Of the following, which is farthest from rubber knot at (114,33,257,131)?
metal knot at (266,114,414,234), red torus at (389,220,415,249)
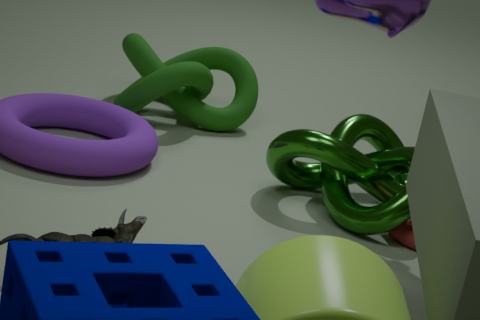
red torus at (389,220,415,249)
